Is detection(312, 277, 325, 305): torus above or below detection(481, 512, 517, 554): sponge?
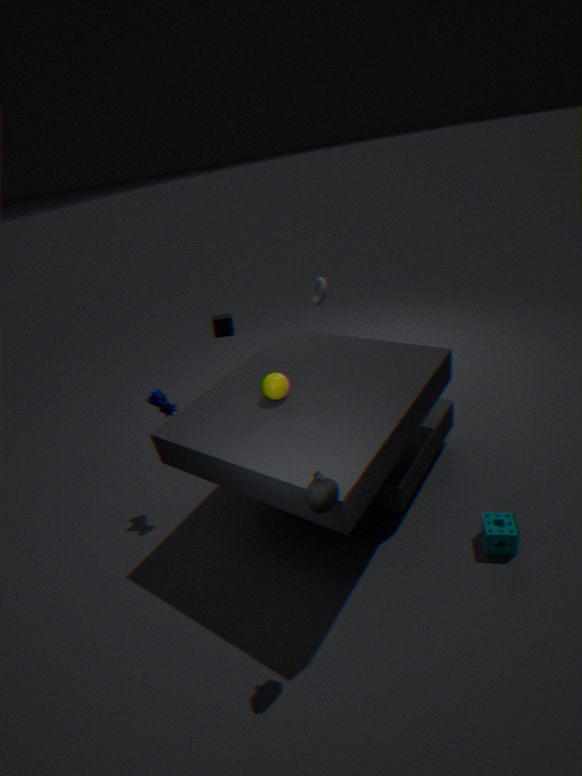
above
